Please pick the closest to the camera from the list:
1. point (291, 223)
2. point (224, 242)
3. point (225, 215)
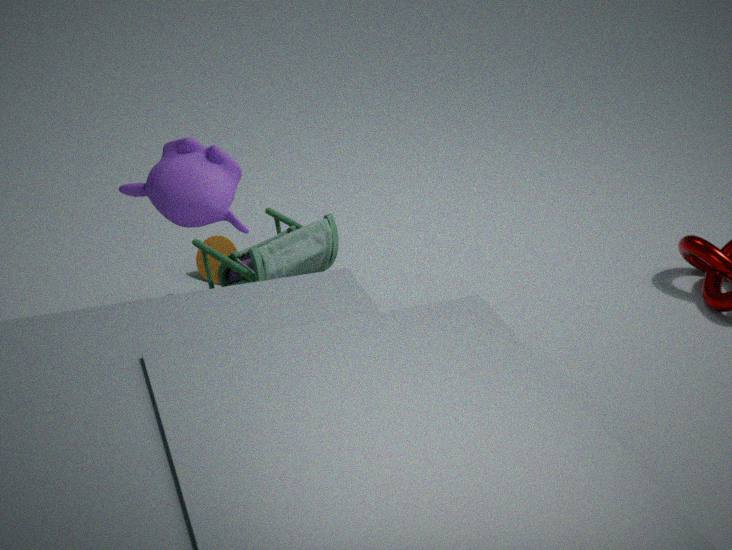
point (225, 215)
